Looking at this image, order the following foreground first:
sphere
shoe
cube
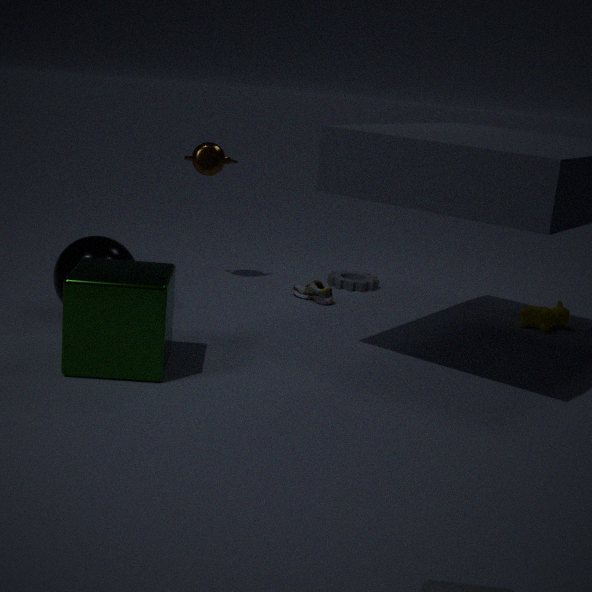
cube, sphere, shoe
